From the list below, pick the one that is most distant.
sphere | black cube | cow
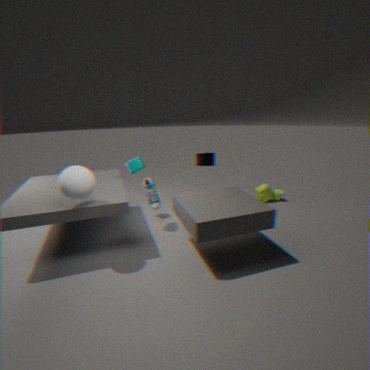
cow
